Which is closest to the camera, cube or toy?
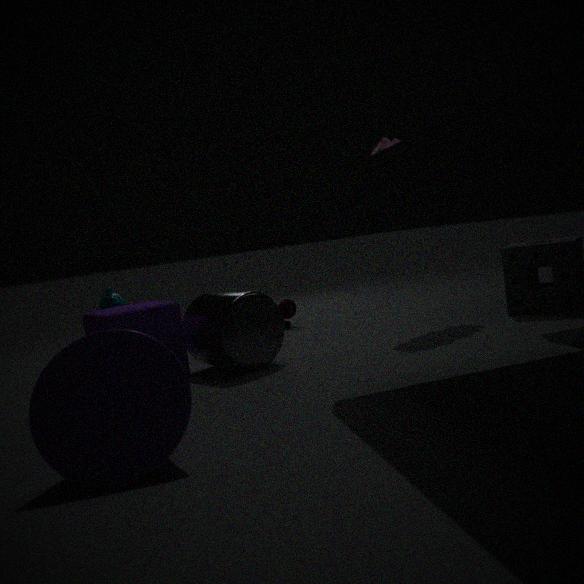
cube
